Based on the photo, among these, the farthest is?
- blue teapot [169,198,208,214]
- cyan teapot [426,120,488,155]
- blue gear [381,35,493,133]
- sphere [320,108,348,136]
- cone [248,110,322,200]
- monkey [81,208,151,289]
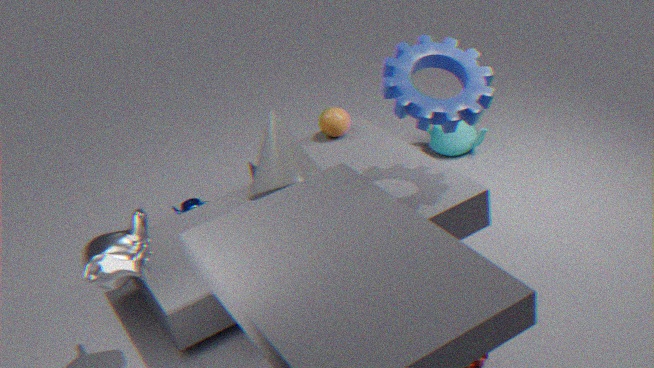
cyan teapot [426,120,488,155]
